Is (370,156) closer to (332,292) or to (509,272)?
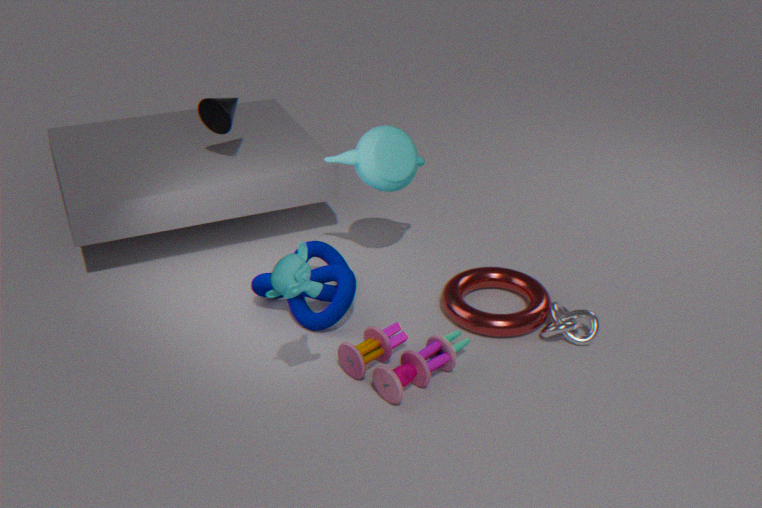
(332,292)
